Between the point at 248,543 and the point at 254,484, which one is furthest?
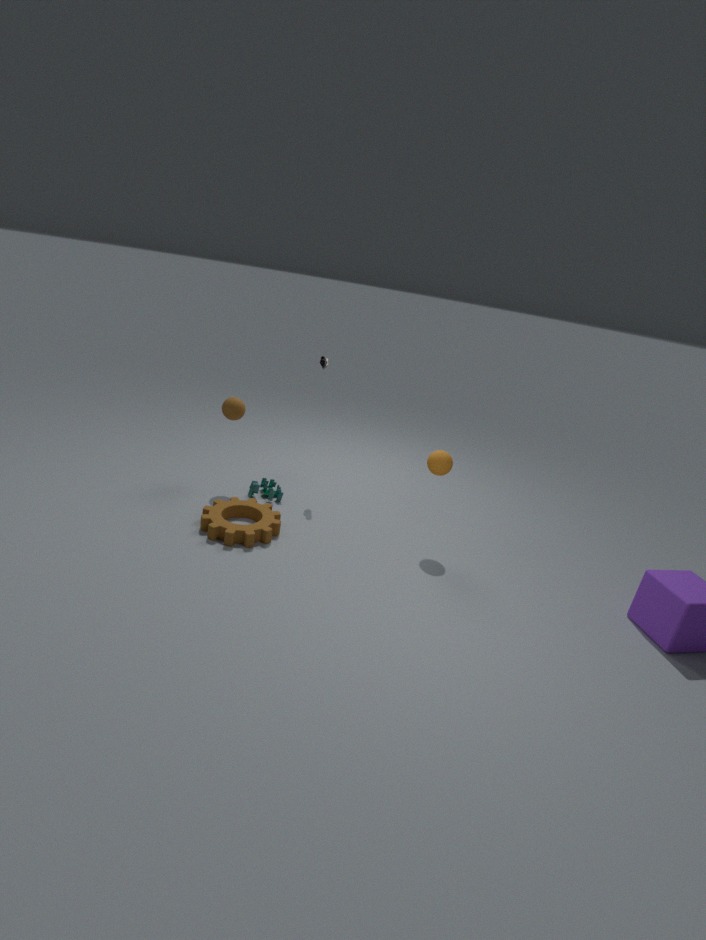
the point at 254,484
